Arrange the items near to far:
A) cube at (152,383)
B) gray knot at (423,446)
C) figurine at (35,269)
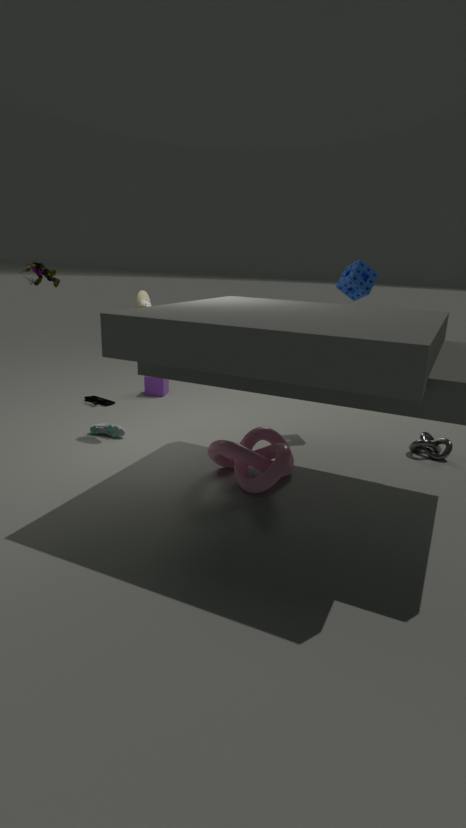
figurine at (35,269), gray knot at (423,446), cube at (152,383)
